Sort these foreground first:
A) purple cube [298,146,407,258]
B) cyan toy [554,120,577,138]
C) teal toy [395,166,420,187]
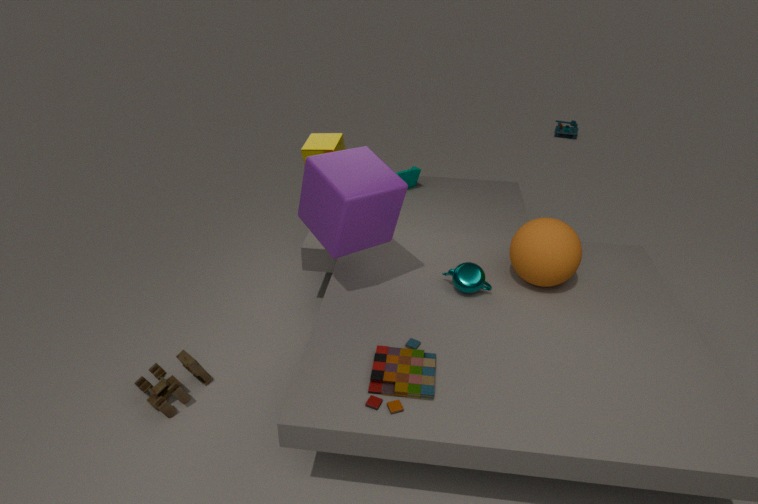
purple cube [298,146,407,258] → teal toy [395,166,420,187] → cyan toy [554,120,577,138]
